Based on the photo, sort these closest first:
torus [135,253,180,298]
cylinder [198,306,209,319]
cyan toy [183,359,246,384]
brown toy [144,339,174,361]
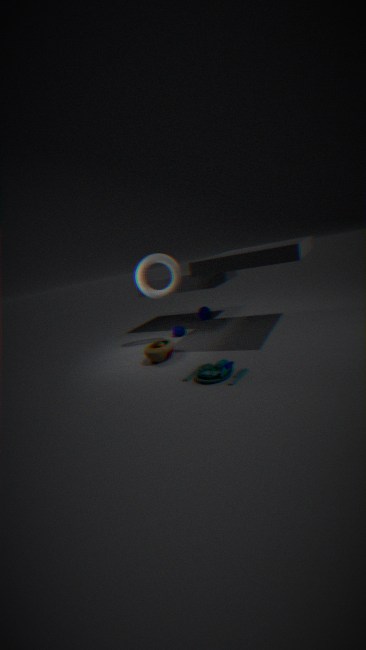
cyan toy [183,359,246,384] → brown toy [144,339,174,361] → torus [135,253,180,298] → cylinder [198,306,209,319]
